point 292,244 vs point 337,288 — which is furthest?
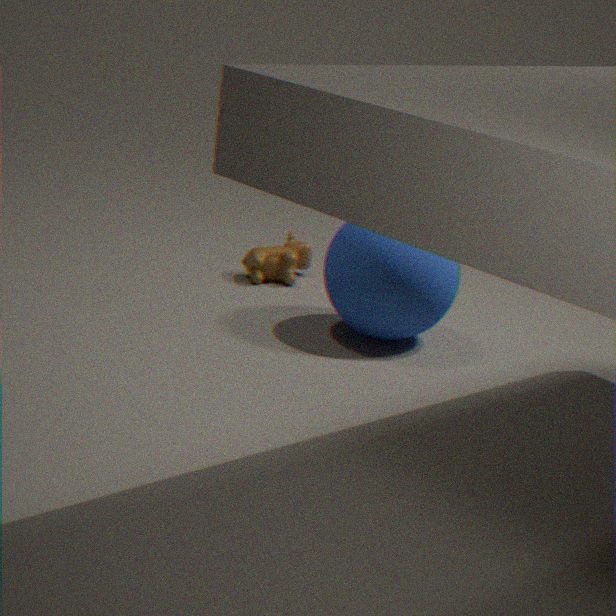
point 292,244
